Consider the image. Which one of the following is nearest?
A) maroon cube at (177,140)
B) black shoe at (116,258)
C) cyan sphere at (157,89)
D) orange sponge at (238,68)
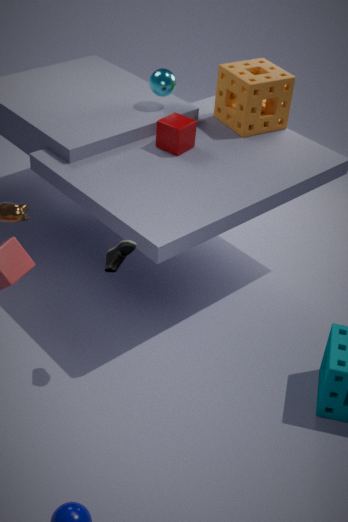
black shoe at (116,258)
